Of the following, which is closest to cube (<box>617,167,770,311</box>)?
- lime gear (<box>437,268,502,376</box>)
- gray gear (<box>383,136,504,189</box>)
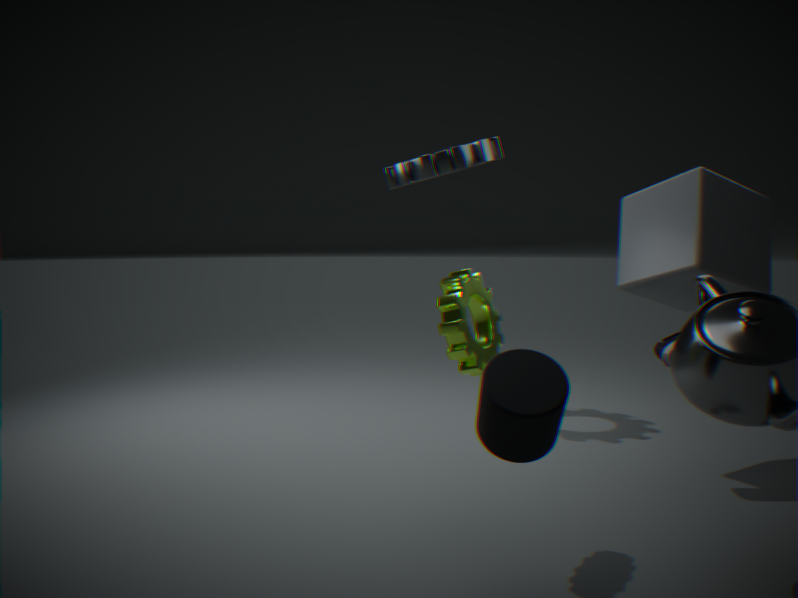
gray gear (<box>383,136,504,189</box>)
